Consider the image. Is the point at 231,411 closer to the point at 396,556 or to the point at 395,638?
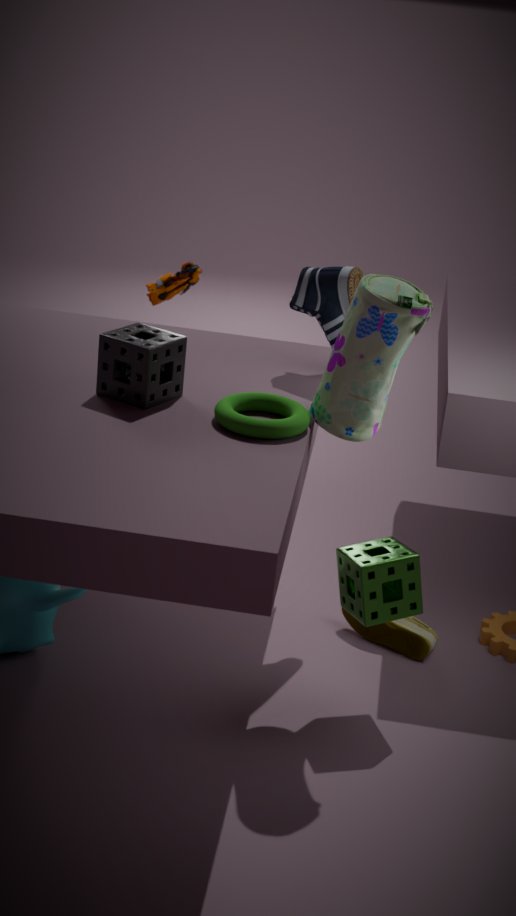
the point at 396,556
